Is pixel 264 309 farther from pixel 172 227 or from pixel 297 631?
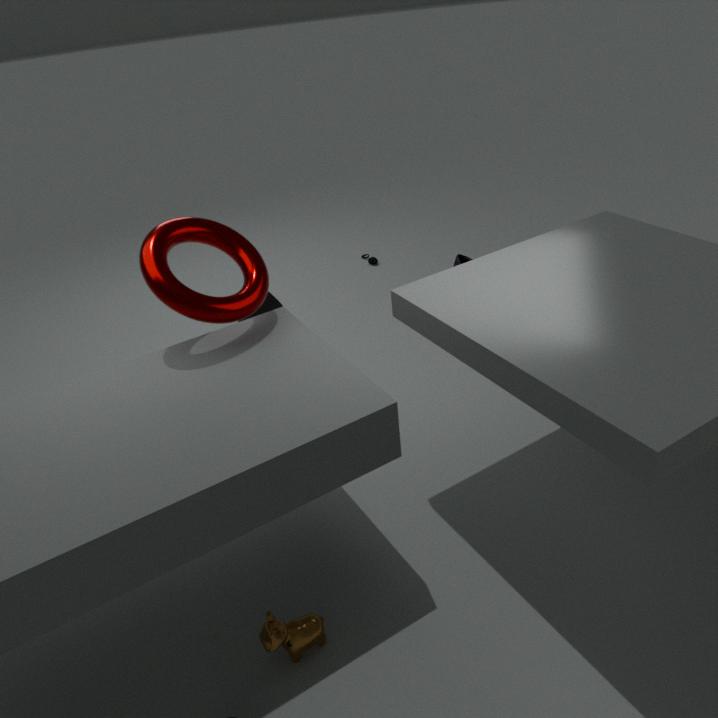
pixel 297 631
